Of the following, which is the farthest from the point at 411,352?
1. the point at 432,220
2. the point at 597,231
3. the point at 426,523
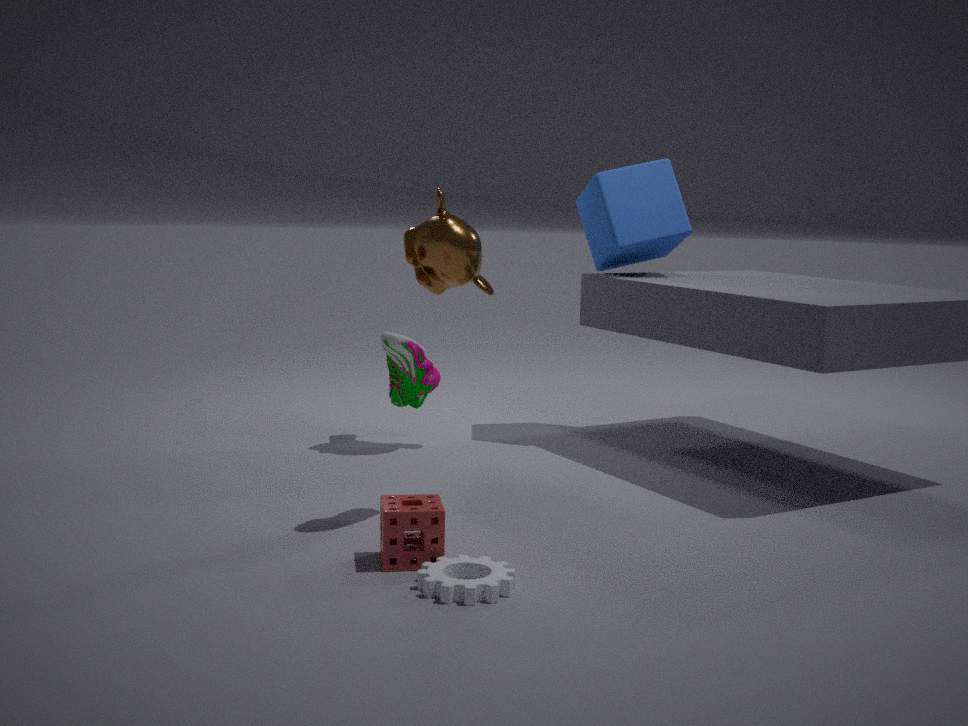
the point at 597,231
